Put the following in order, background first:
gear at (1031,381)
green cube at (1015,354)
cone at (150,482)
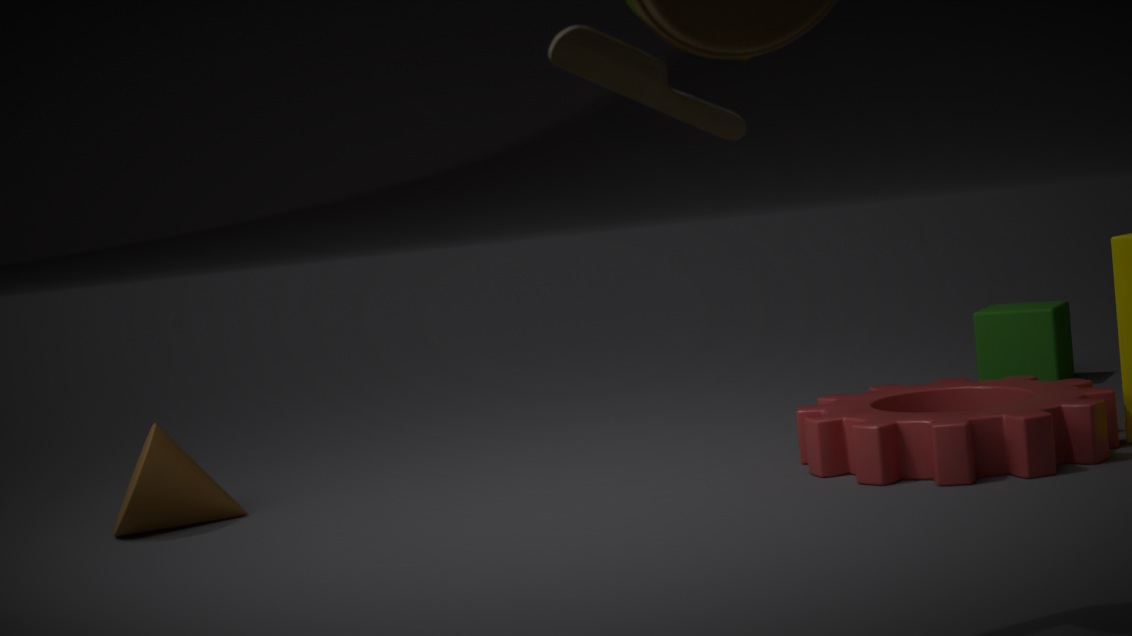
green cube at (1015,354) < cone at (150,482) < gear at (1031,381)
